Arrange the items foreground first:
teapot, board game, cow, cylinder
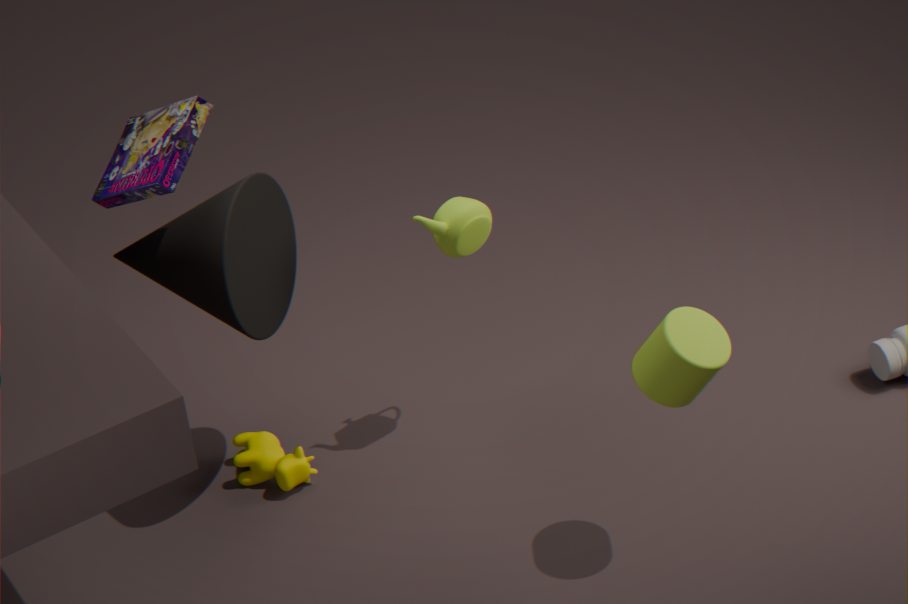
cylinder, board game, teapot, cow
